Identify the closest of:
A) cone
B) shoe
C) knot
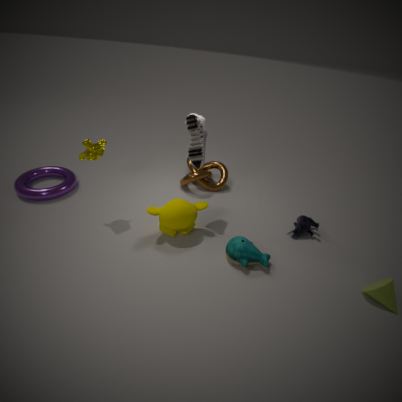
cone
